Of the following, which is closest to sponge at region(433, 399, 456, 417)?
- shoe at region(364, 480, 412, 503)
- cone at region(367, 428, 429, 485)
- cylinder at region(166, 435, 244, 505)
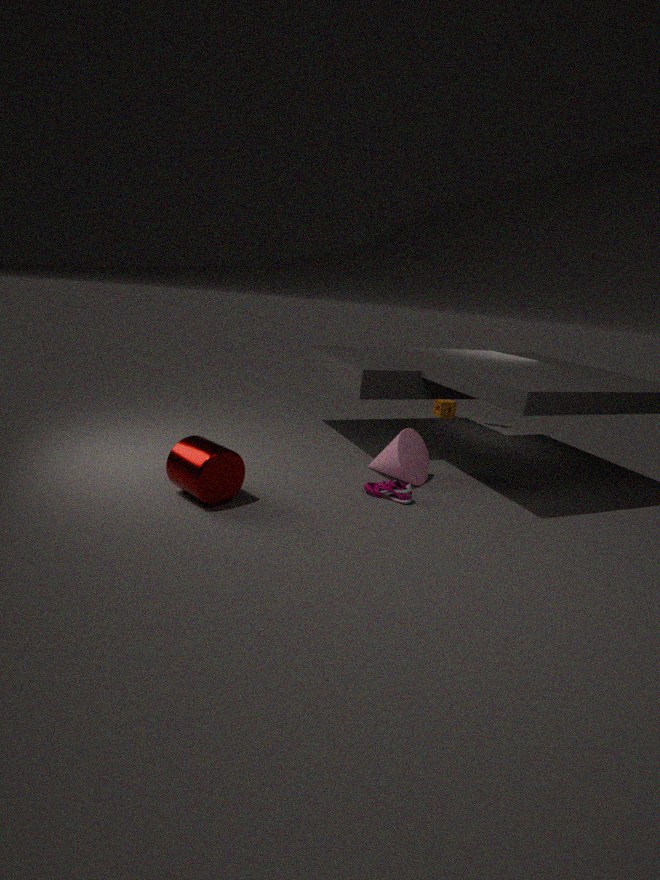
cone at region(367, 428, 429, 485)
